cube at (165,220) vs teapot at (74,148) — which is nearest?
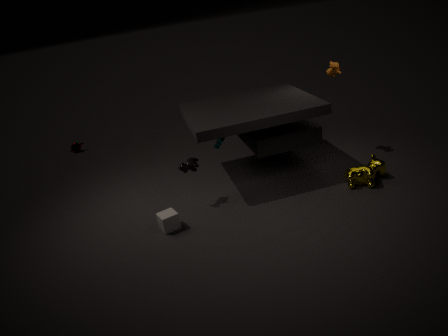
cube at (165,220)
